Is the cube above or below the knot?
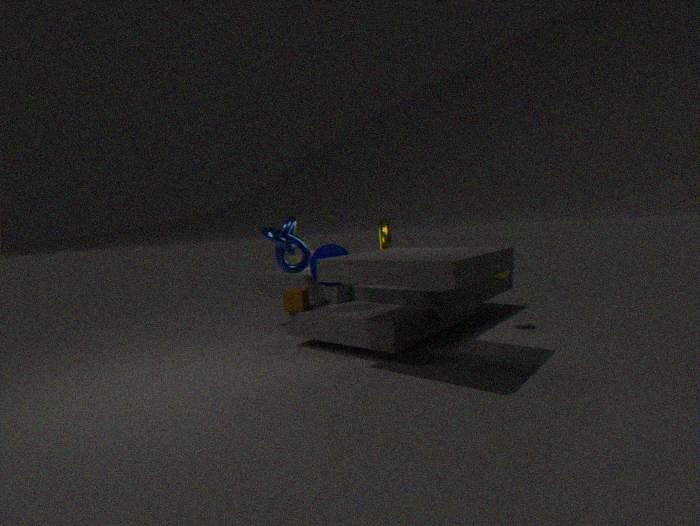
below
